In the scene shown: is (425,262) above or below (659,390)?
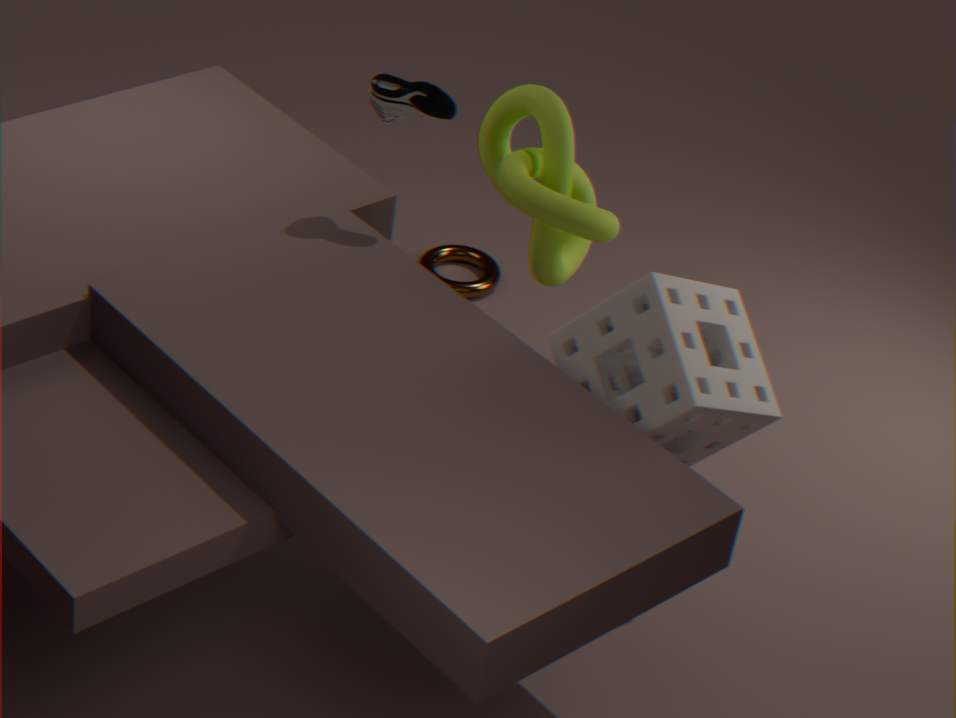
below
